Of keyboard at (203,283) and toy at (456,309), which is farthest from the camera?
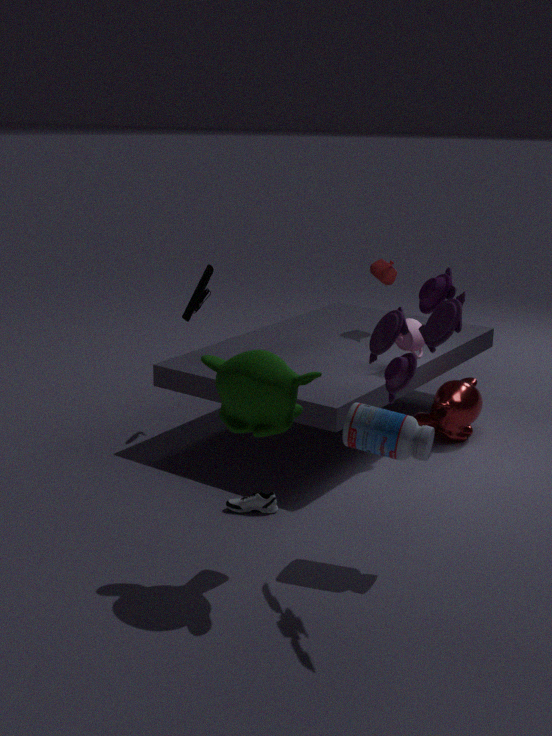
keyboard at (203,283)
